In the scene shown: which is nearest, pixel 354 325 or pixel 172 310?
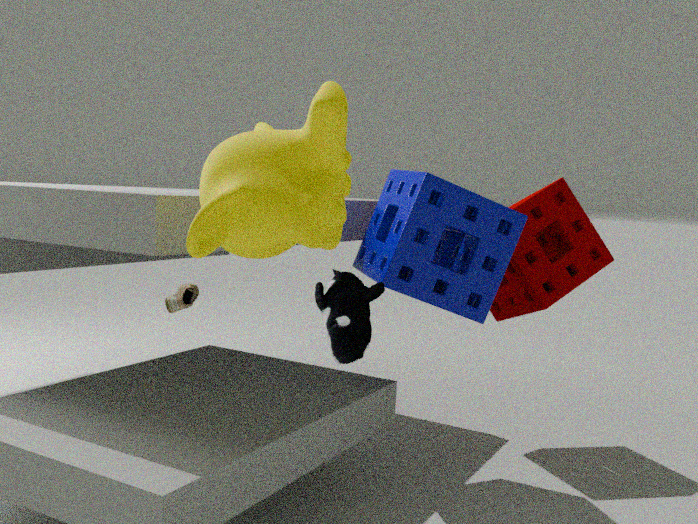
pixel 354 325
